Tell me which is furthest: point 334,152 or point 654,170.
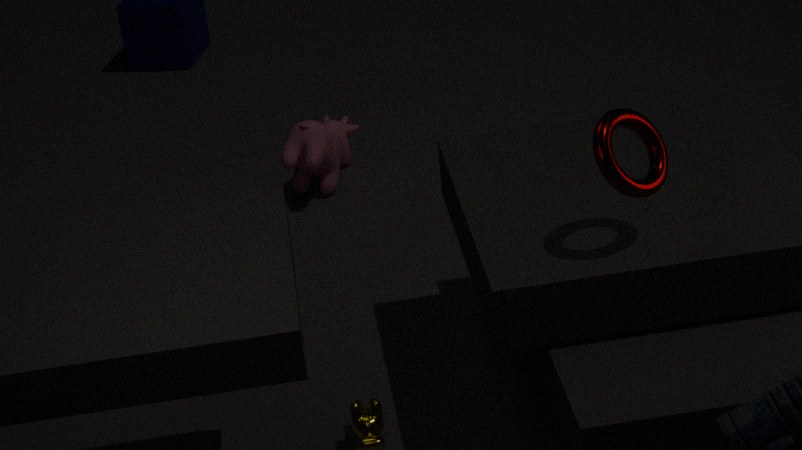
point 334,152
